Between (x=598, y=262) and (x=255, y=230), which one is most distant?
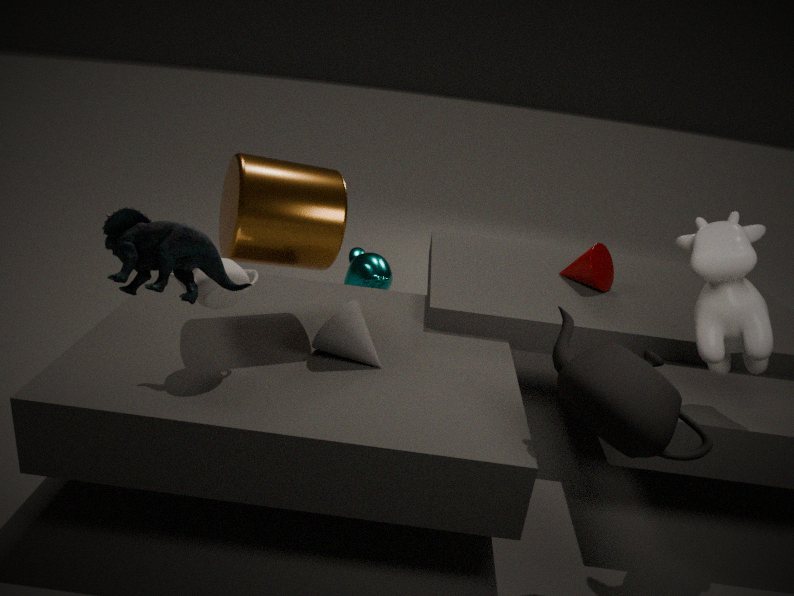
(x=598, y=262)
